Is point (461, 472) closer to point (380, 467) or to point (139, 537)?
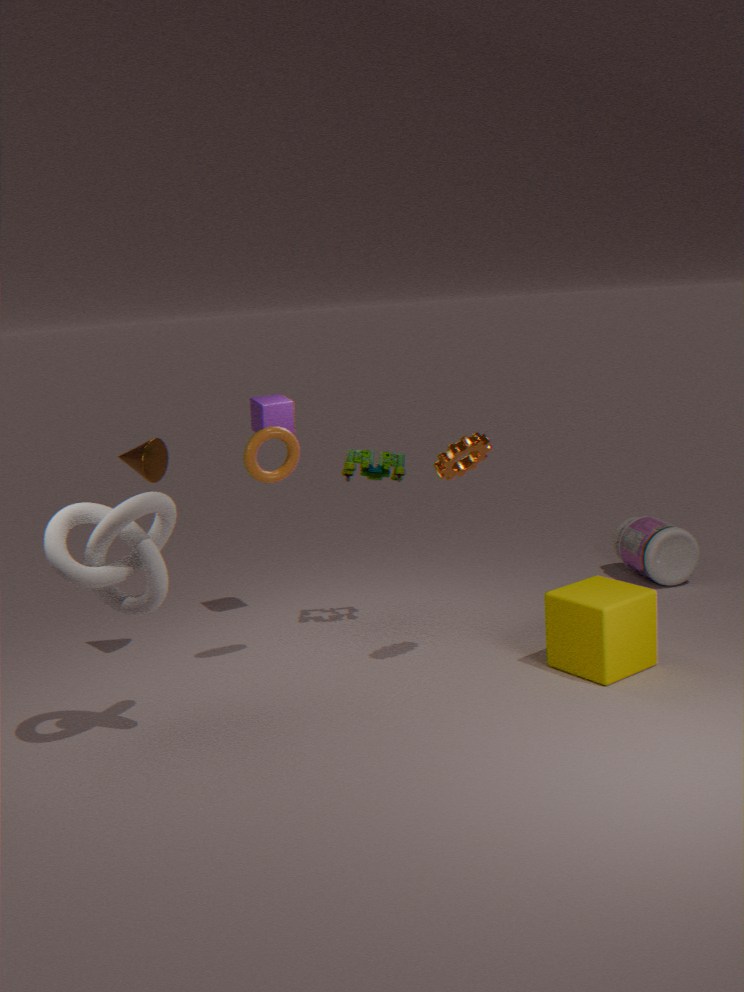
point (380, 467)
